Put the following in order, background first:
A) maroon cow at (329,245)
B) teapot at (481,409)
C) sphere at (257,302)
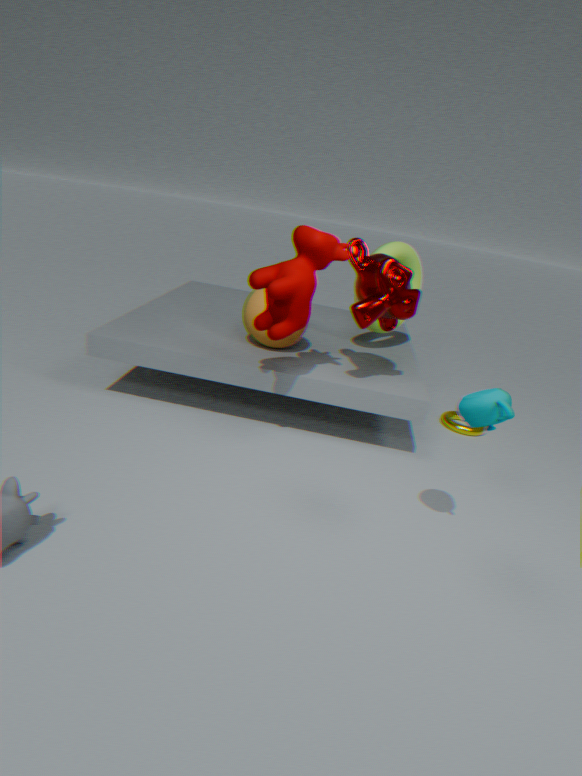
sphere at (257,302) < maroon cow at (329,245) < teapot at (481,409)
